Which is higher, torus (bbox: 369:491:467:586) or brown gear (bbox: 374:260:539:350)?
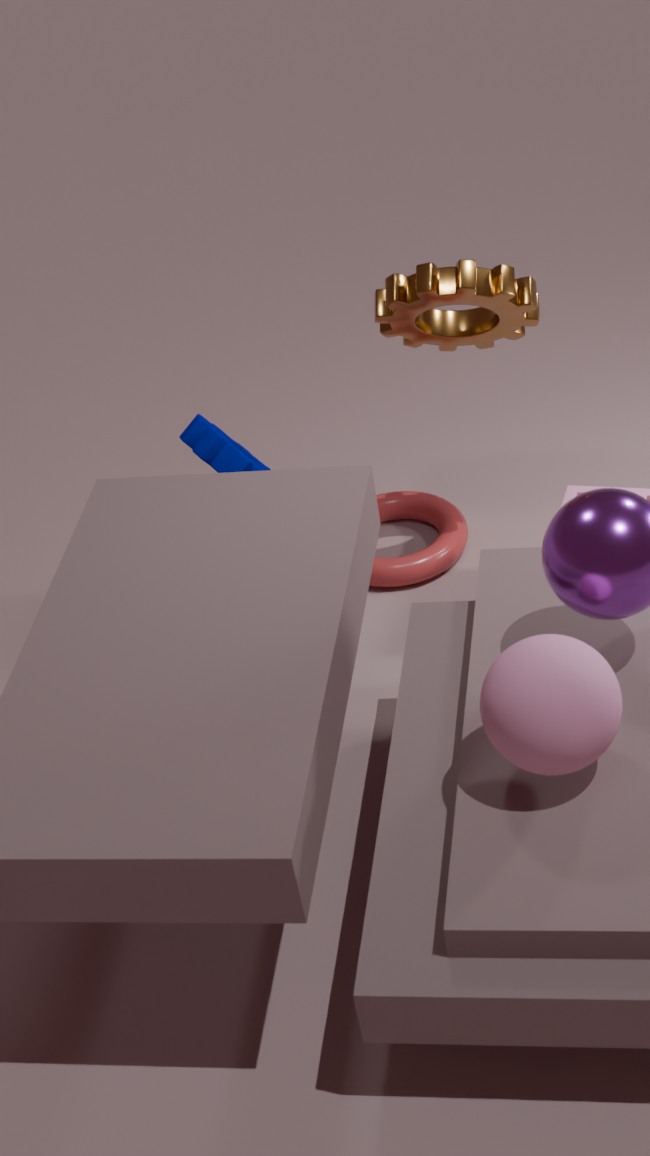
brown gear (bbox: 374:260:539:350)
